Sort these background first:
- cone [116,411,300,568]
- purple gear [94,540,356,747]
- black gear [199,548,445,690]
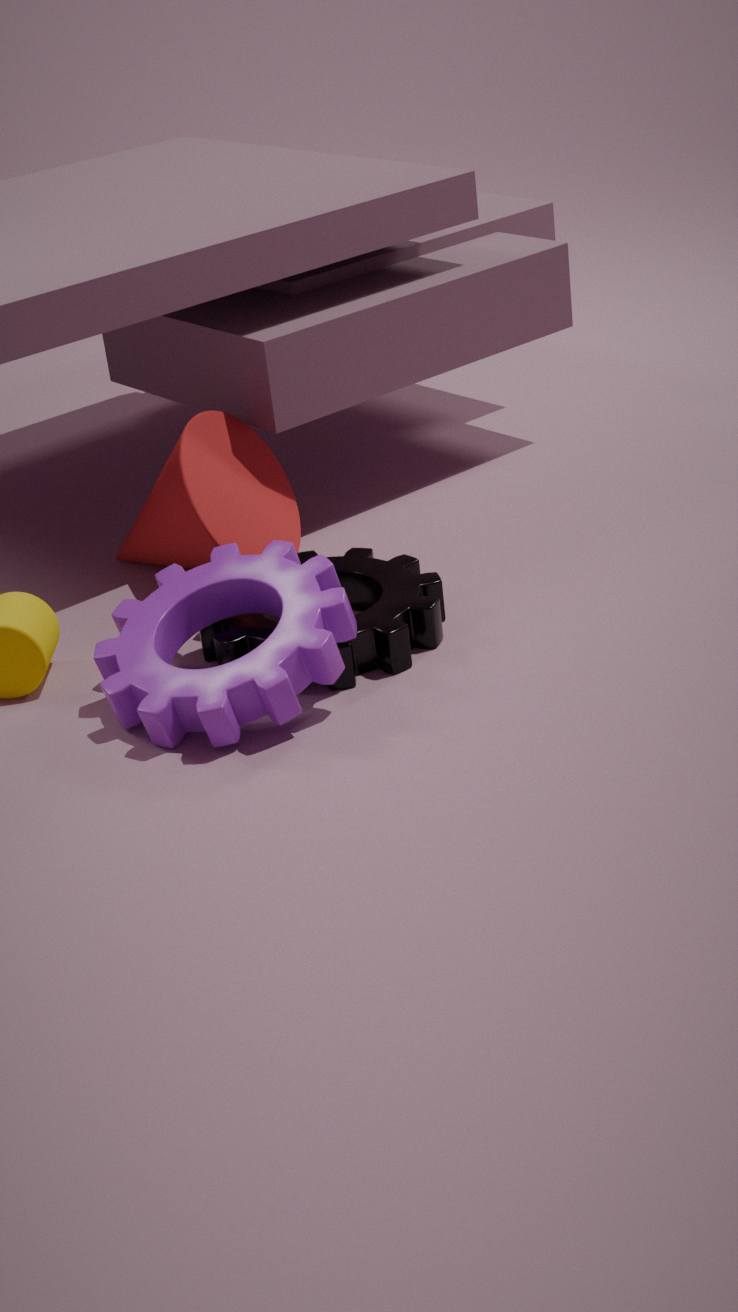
cone [116,411,300,568] → black gear [199,548,445,690] → purple gear [94,540,356,747]
